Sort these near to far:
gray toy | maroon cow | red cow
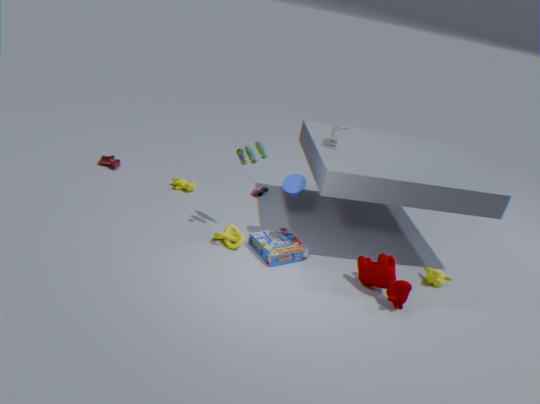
1. maroon cow
2. gray toy
3. red cow
